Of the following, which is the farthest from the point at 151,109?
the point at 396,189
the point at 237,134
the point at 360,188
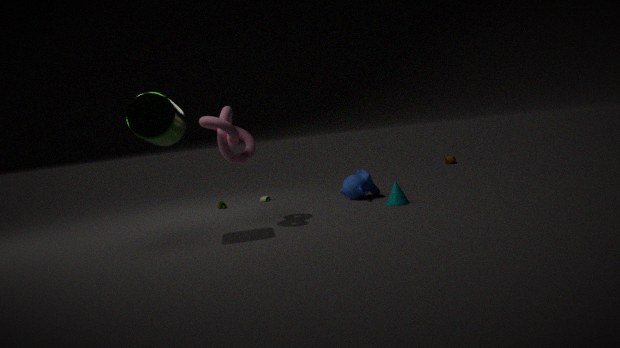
the point at 396,189
